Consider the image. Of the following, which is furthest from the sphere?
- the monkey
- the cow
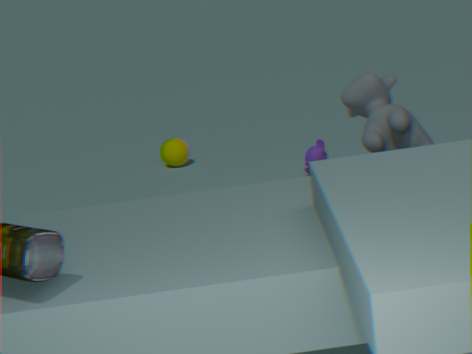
the cow
